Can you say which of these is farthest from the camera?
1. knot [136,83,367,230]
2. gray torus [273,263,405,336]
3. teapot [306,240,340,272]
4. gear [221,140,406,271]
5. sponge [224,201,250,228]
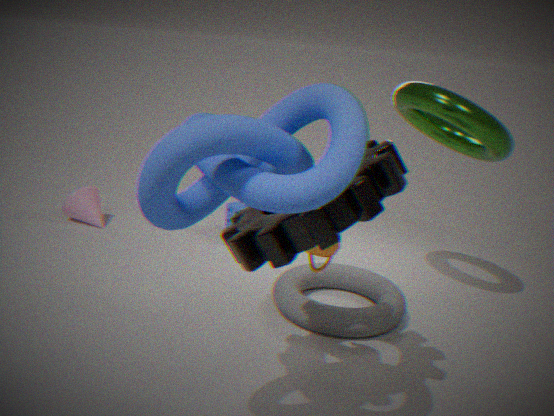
sponge [224,201,250,228]
